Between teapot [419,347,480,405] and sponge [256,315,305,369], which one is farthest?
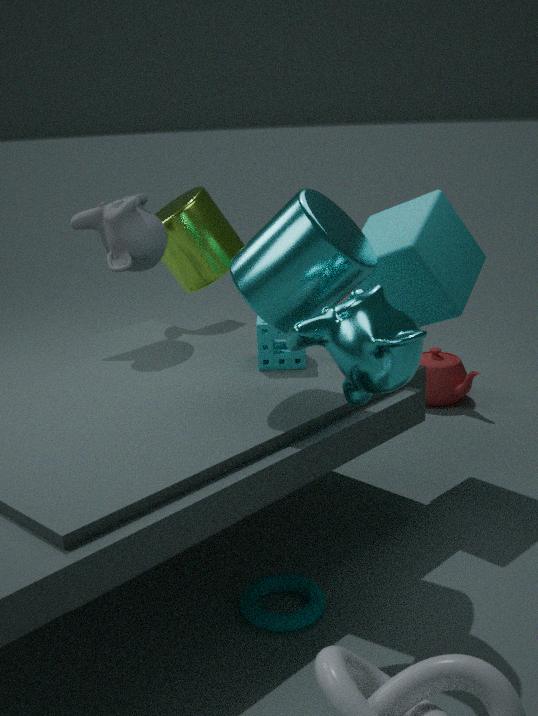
teapot [419,347,480,405]
